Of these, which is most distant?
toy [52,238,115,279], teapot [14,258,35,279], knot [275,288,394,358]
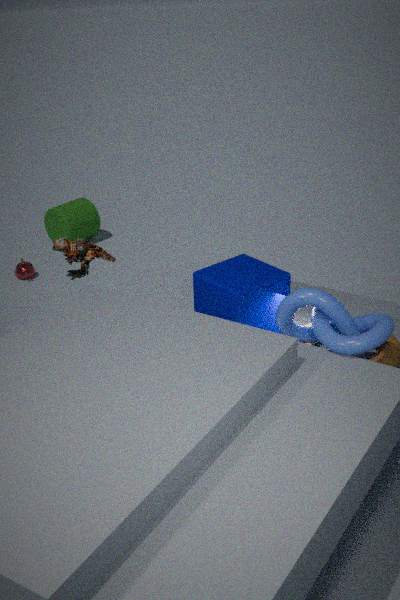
teapot [14,258,35,279]
